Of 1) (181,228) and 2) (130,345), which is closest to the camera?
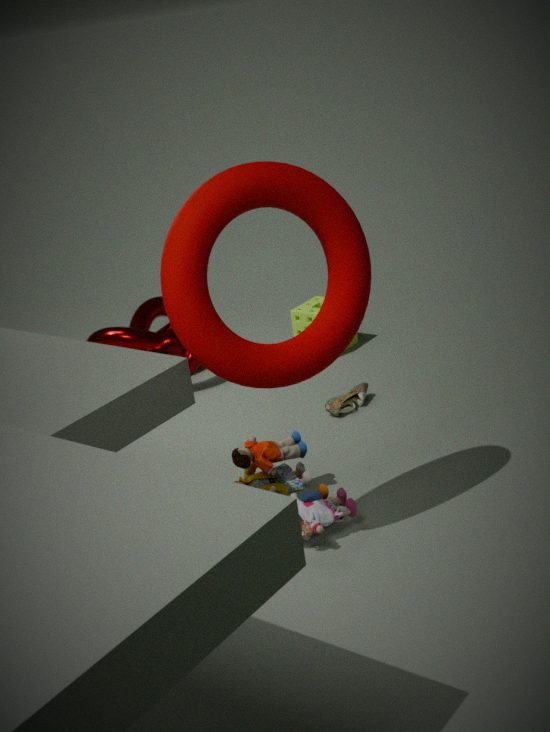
1. (181,228)
